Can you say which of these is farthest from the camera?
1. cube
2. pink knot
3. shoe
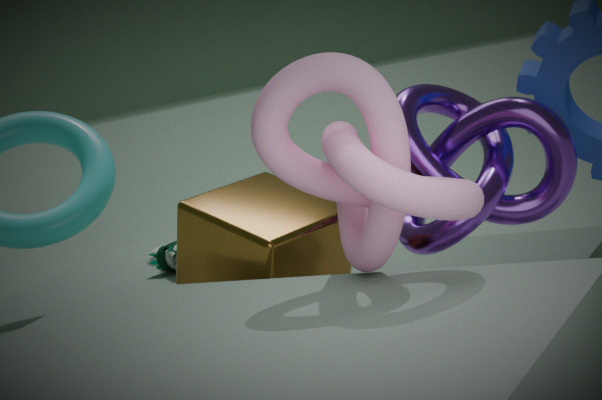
shoe
